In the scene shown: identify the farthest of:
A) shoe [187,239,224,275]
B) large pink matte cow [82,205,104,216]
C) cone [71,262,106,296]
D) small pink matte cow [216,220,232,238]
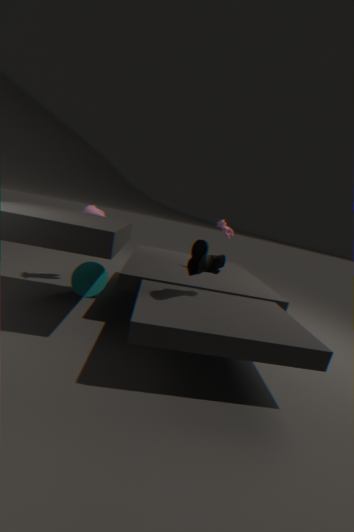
large pink matte cow [82,205,104,216]
